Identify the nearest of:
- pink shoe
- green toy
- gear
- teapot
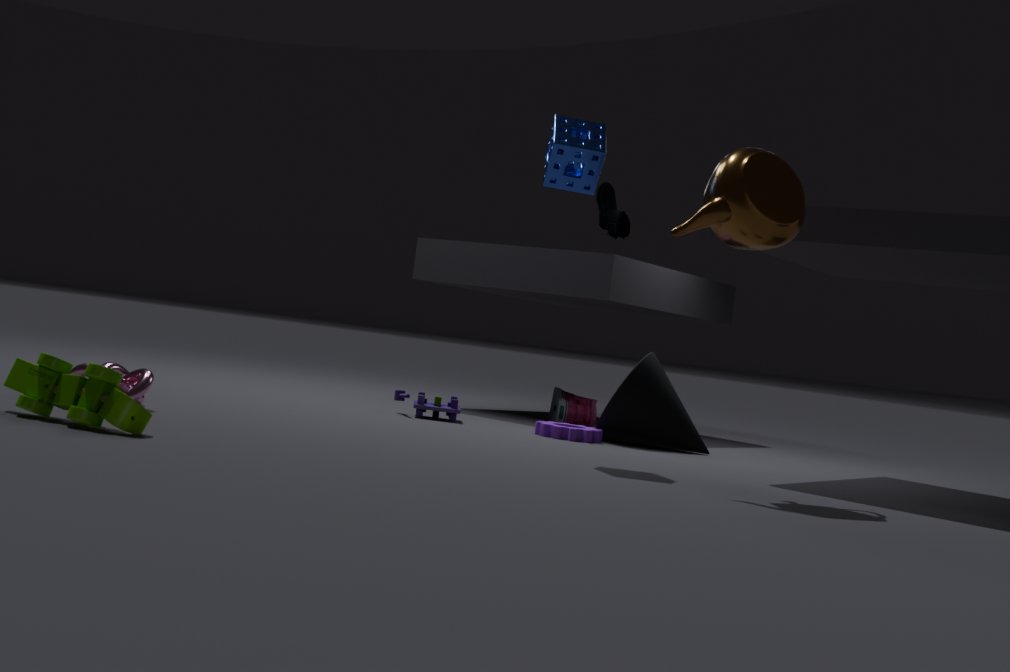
green toy
